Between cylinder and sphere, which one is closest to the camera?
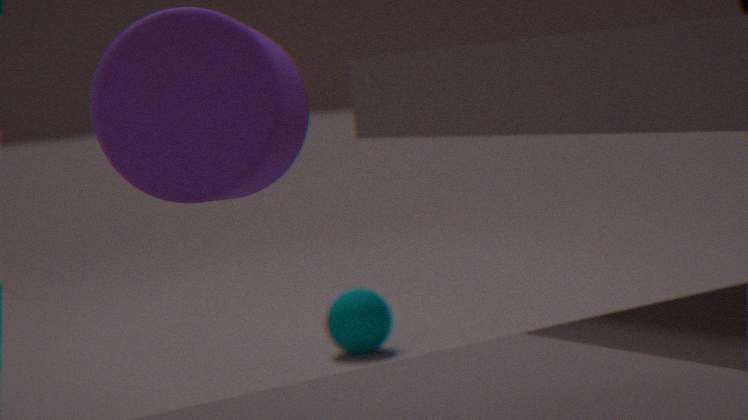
cylinder
